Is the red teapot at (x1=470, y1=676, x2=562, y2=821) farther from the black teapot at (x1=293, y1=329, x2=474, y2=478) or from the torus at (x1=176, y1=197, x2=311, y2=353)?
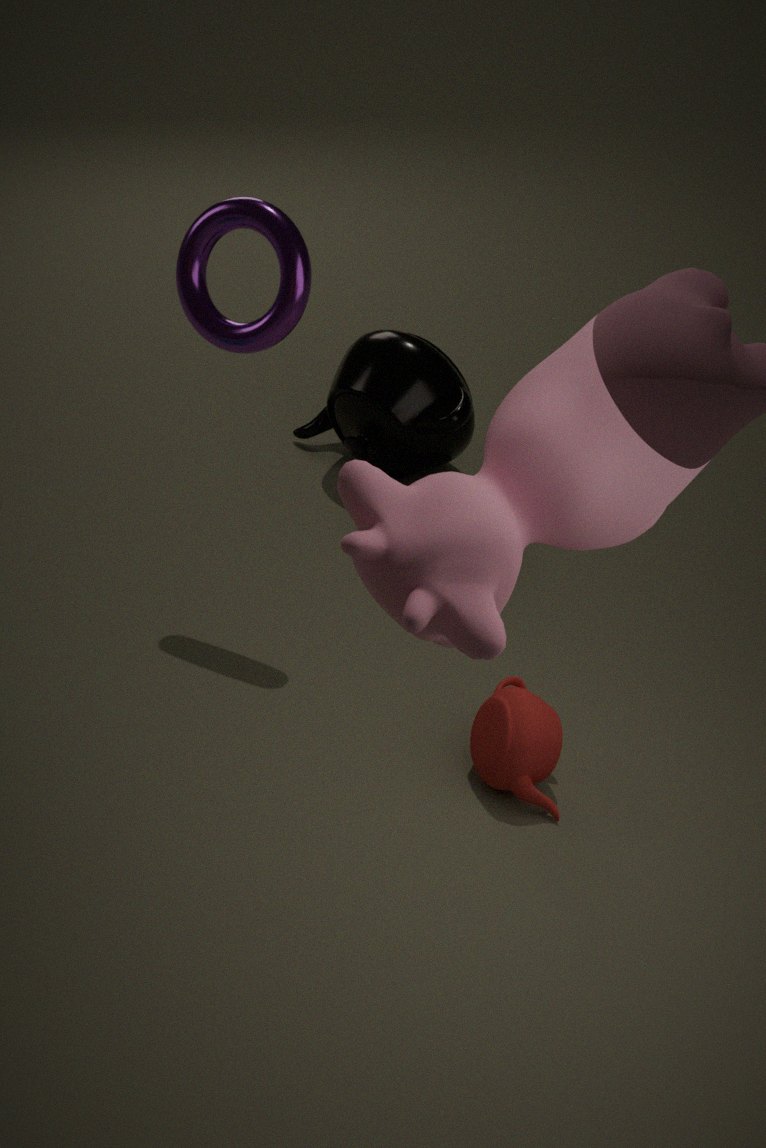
the black teapot at (x1=293, y1=329, x2=474, y2=478)
